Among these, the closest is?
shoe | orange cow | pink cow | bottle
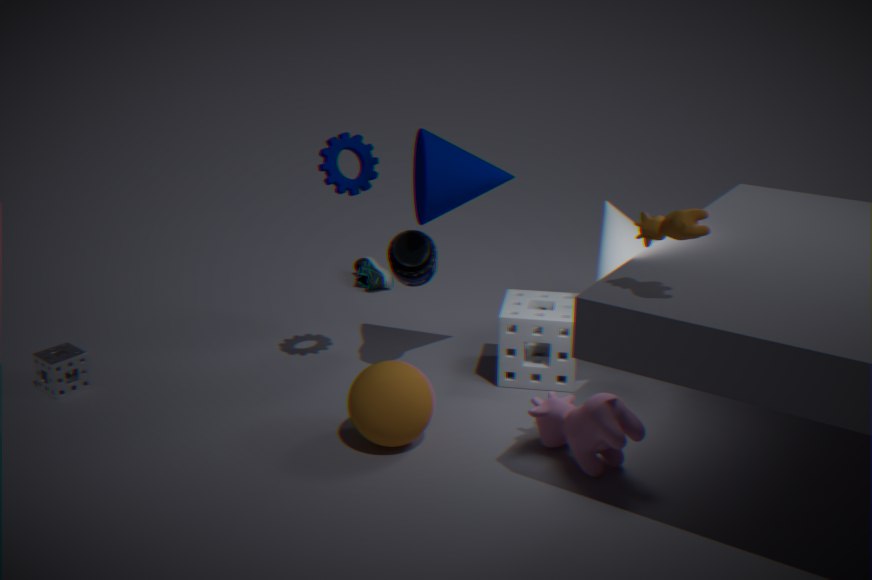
orange cow
